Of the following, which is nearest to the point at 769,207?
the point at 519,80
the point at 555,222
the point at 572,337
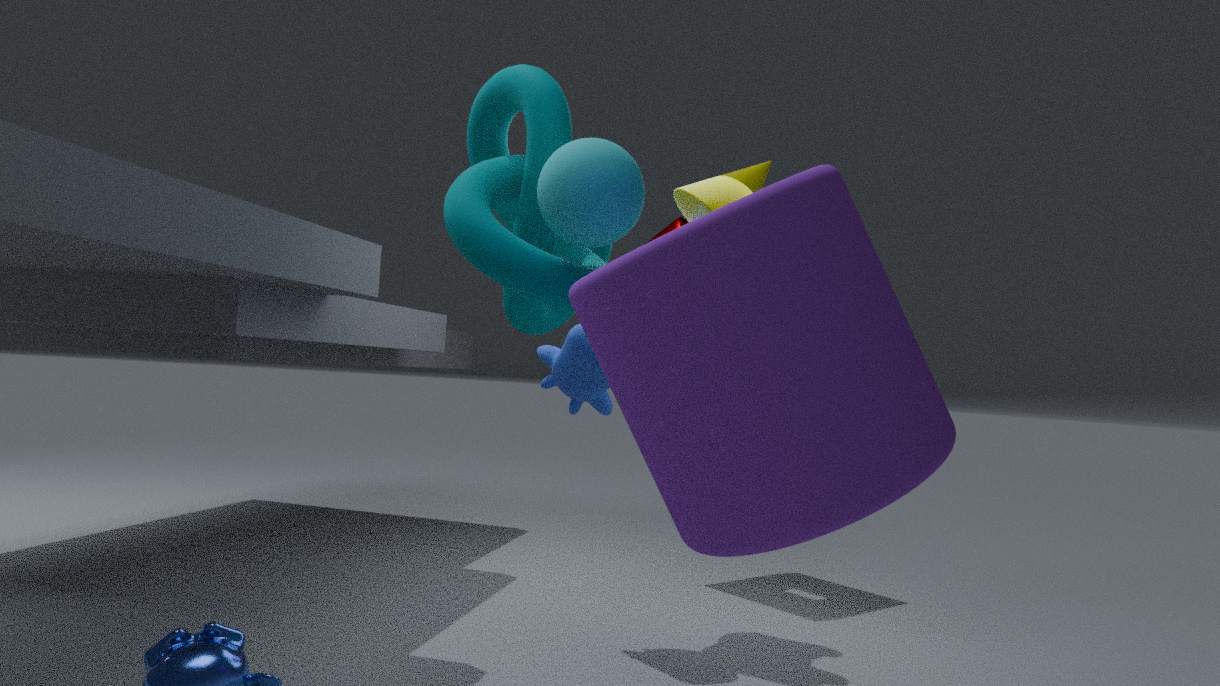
the point at 555,222
